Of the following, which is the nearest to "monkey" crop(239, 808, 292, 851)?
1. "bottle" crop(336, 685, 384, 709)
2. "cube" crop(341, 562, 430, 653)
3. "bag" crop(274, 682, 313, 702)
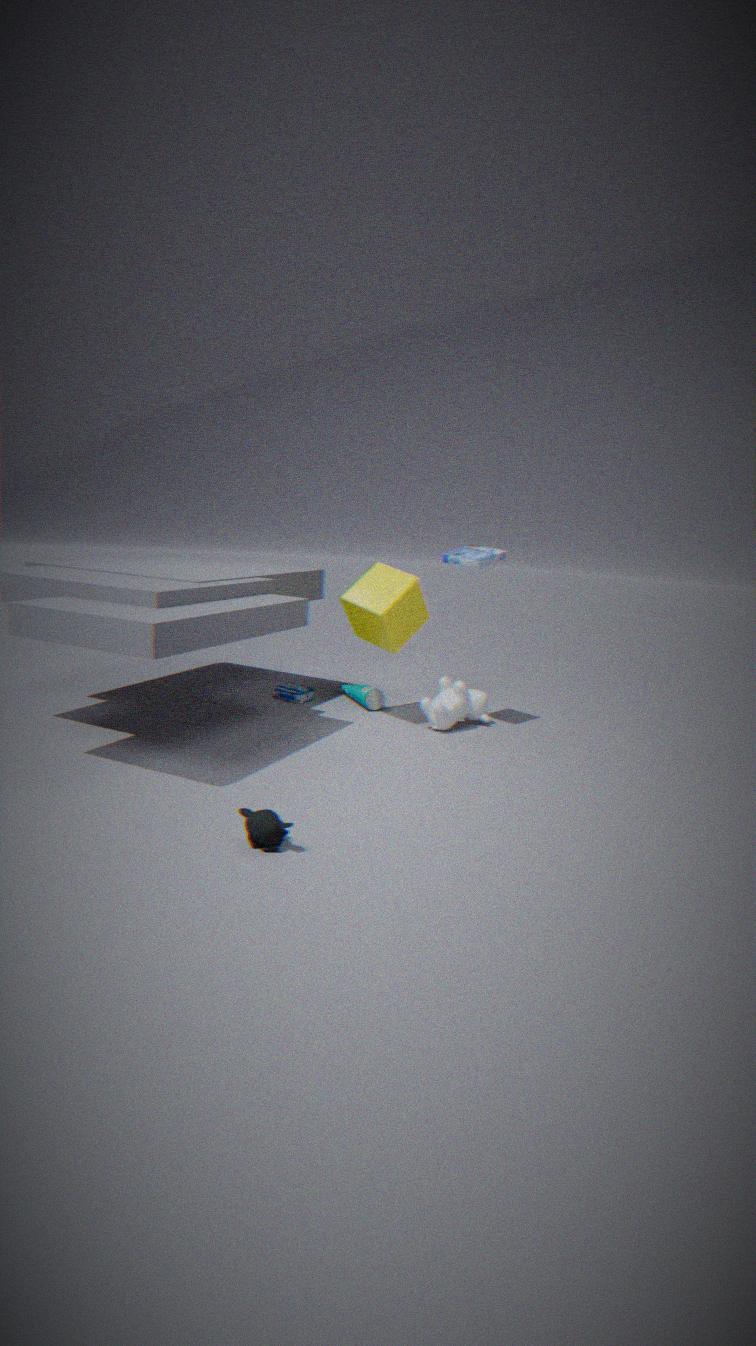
"cube" crop(341, 562, 430, 653)
